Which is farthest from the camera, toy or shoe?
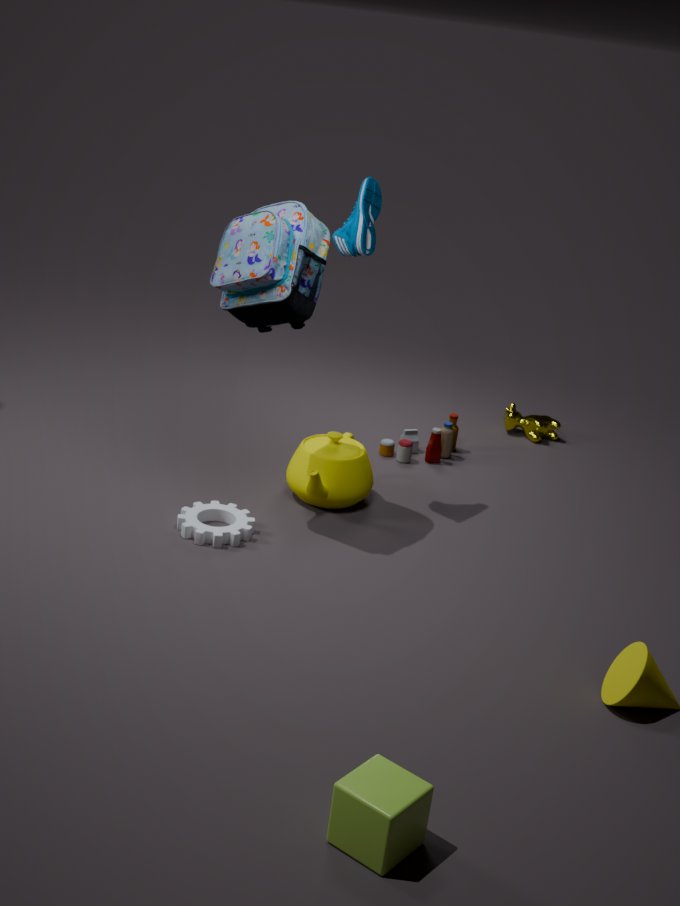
toy
